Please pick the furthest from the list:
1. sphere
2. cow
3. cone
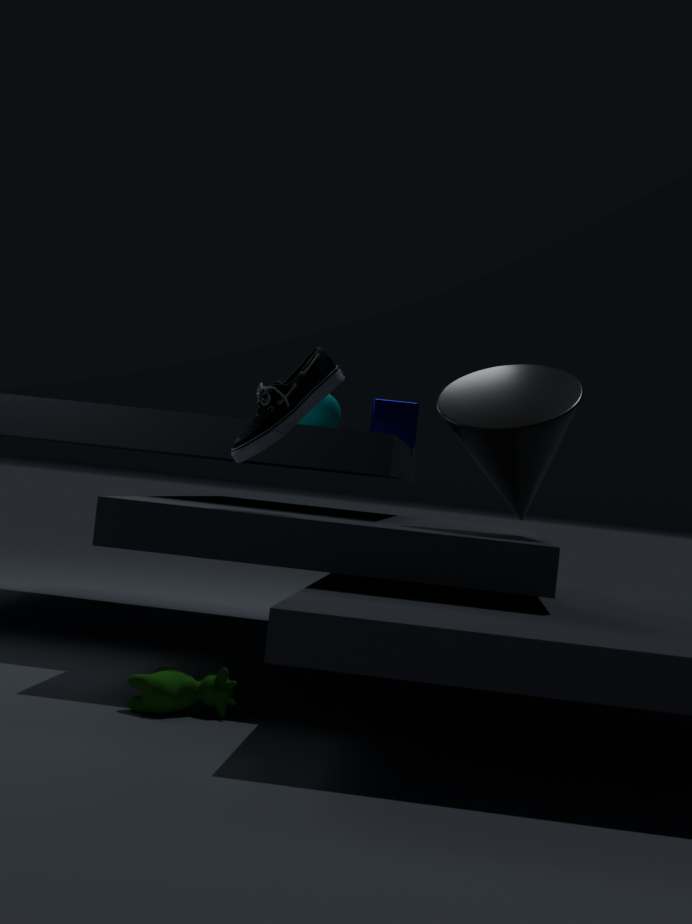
sphere
